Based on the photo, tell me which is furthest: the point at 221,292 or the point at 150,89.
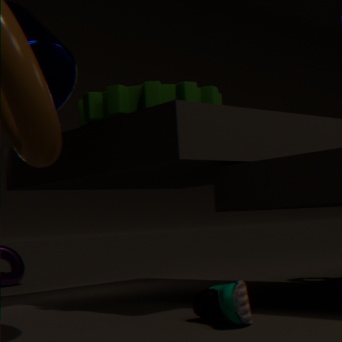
the point at 150,89
